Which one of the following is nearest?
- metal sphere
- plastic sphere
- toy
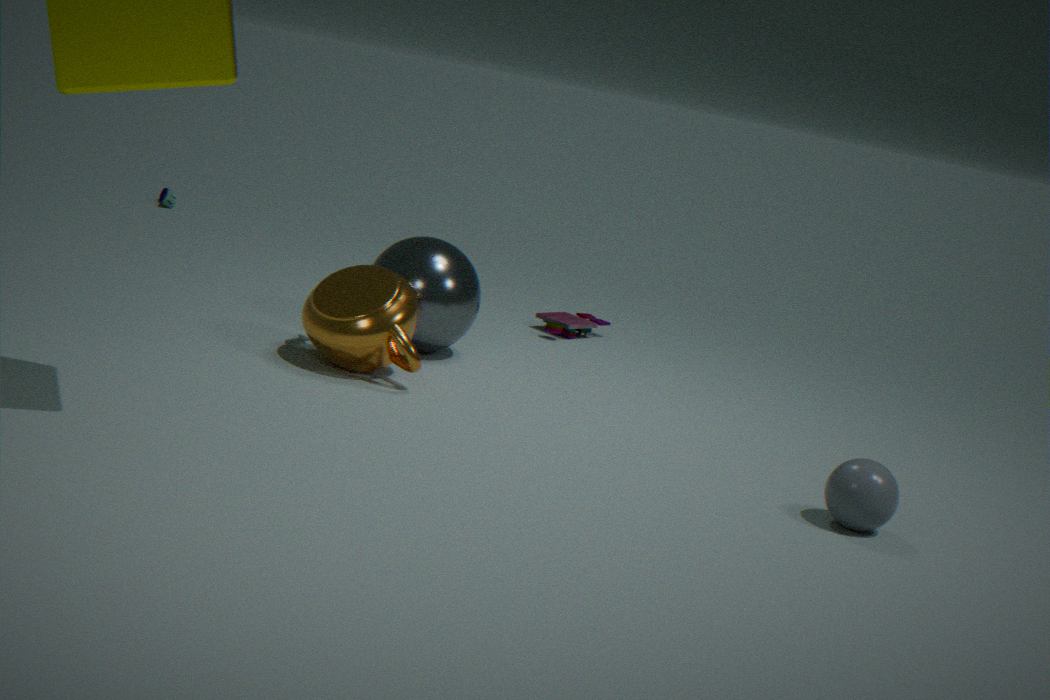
plastic sphere
